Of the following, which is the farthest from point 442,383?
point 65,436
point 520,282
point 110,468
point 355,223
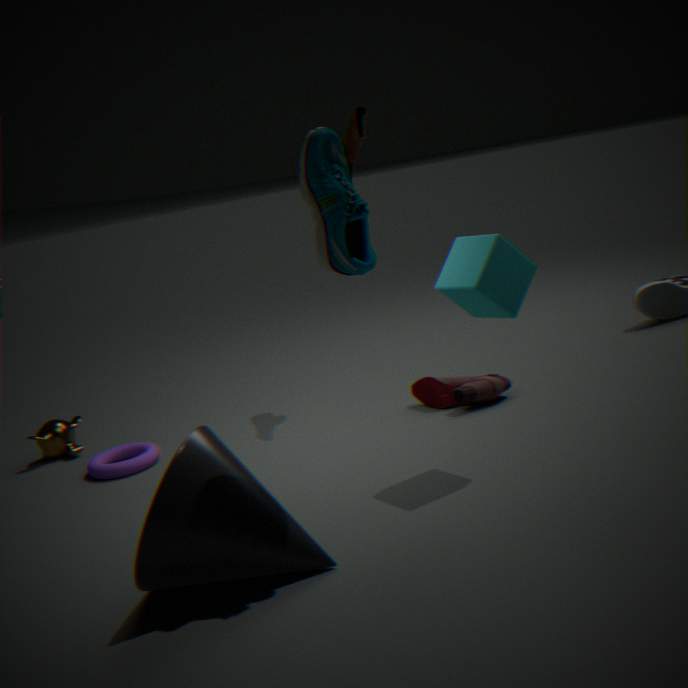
point 65,436
